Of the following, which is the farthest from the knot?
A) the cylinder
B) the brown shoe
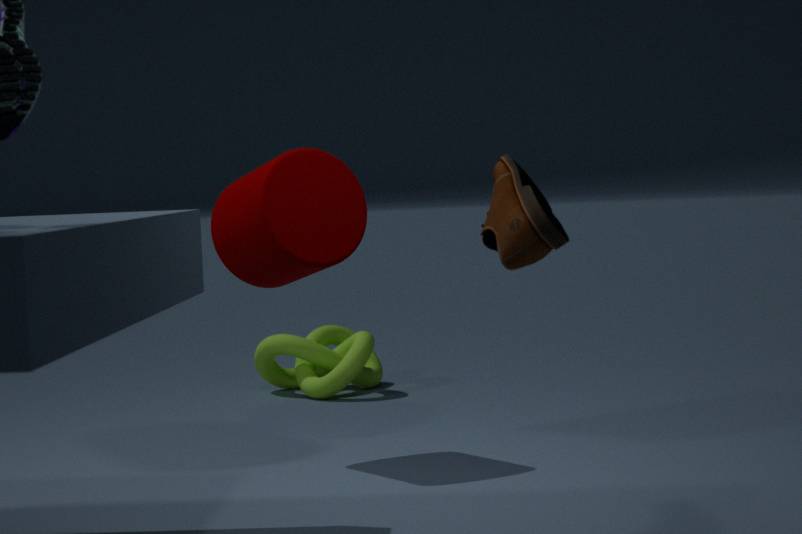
the brown shoe
